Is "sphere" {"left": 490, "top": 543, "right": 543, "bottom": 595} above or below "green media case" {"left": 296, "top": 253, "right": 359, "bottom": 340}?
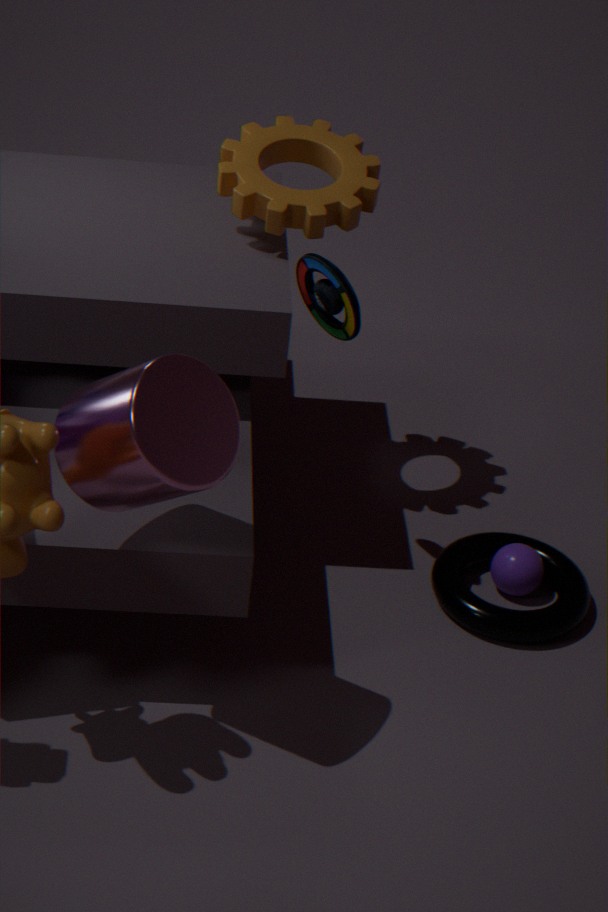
below
